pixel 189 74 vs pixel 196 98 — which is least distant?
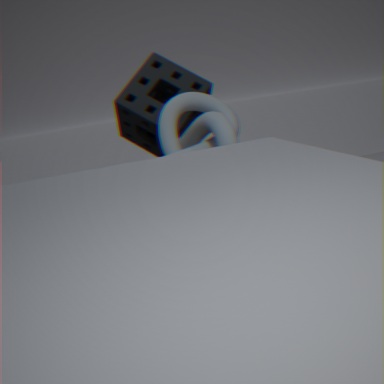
pixel 196 98
